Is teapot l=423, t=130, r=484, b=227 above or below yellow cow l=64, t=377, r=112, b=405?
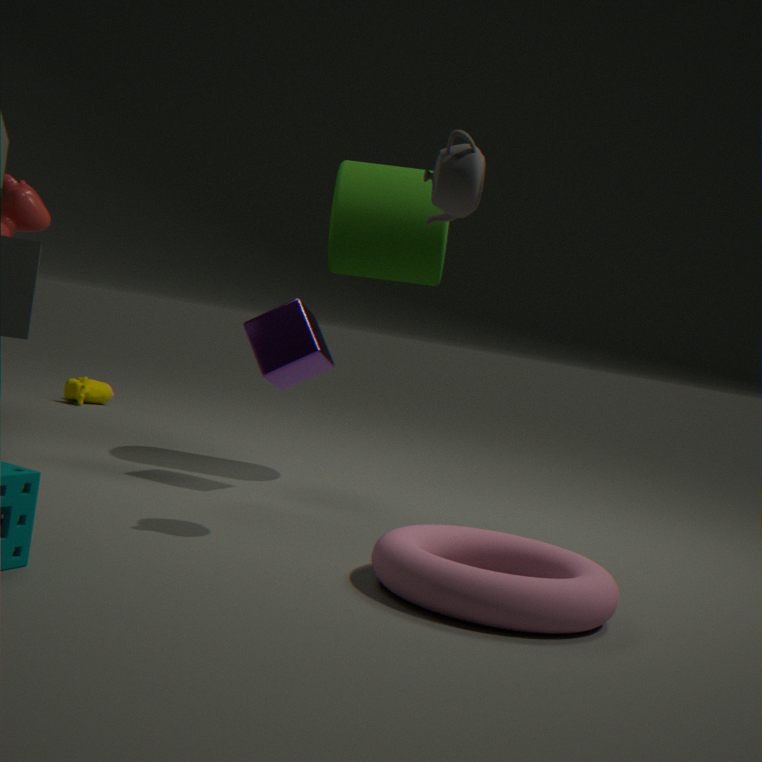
above
